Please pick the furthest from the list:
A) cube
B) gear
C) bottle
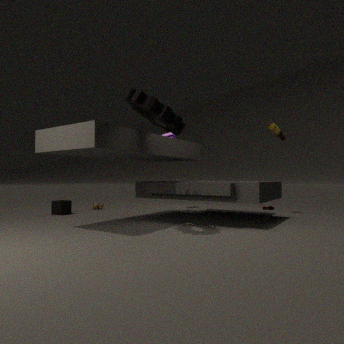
cube
